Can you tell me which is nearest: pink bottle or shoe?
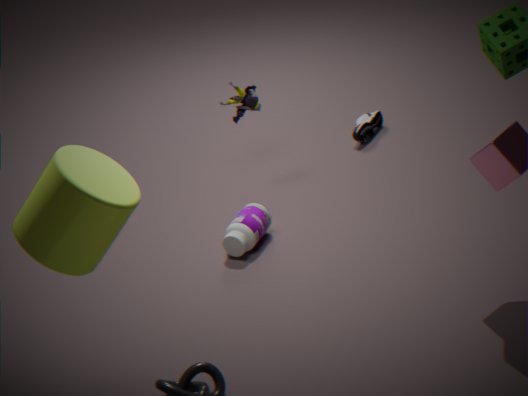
pink bottle
